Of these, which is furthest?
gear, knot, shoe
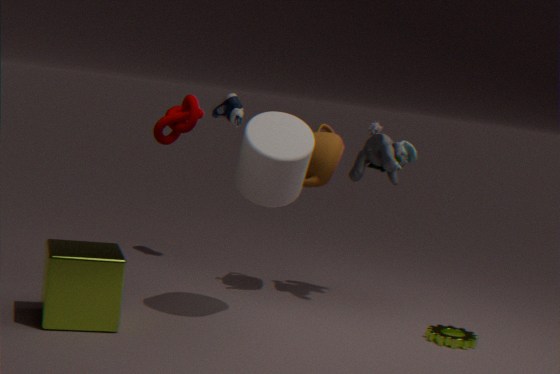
shoe
